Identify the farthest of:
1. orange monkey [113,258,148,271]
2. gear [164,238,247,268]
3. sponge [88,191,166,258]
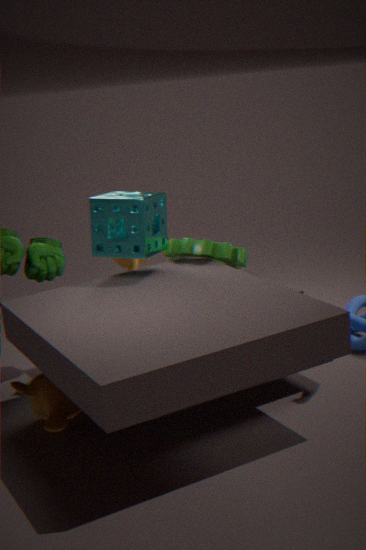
orange monkey [113,258,148,271]
